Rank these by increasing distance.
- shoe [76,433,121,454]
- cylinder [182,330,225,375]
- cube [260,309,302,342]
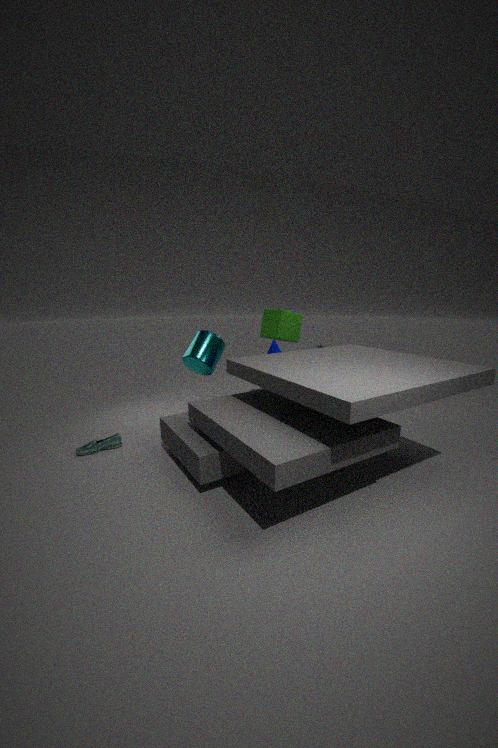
shoe [76,433,121,454] → cylinder [182,330,225,375] → cube [260,309,302,342]
